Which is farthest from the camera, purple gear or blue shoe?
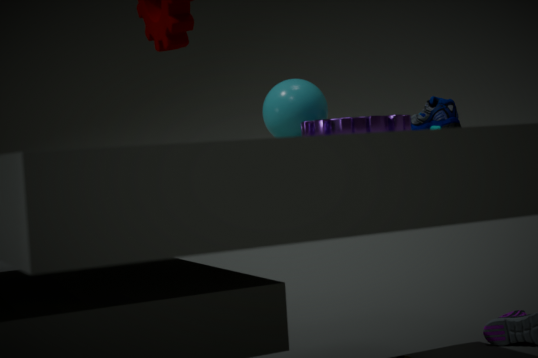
blue shoe
